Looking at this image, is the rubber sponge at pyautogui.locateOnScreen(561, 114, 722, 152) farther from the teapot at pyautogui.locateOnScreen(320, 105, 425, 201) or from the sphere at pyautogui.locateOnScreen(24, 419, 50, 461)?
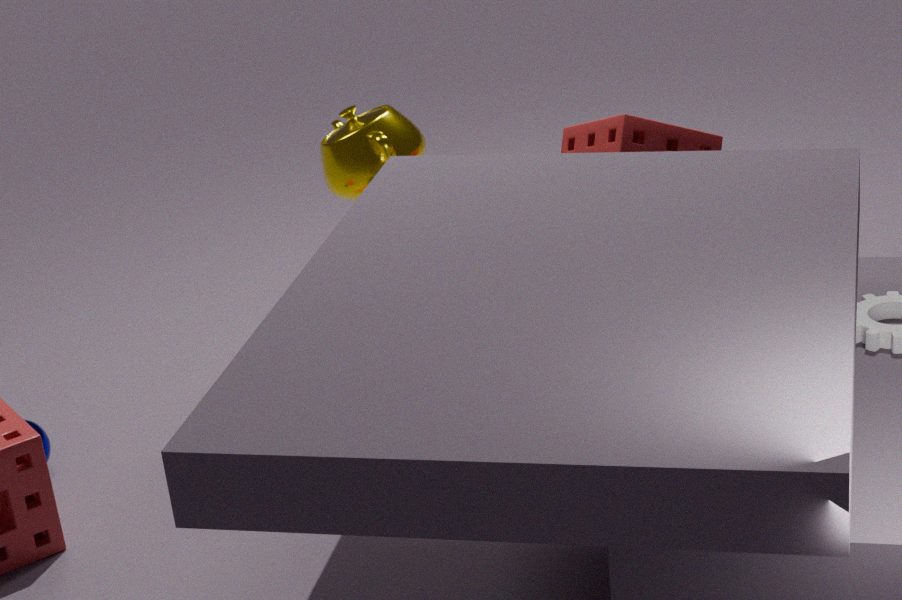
the sphere at pyautogui.locateOnScreen(24, 419, 50, 461)
